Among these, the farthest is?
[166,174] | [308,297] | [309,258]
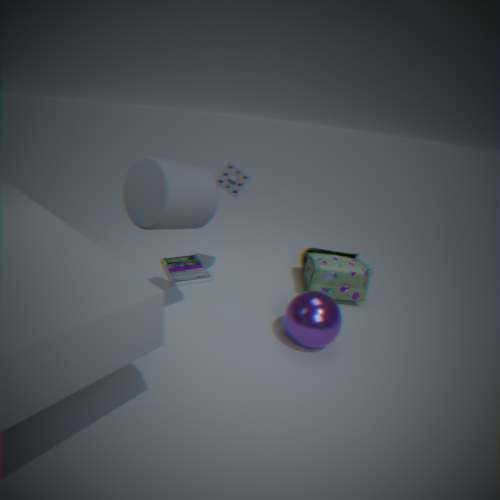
[309,258]
